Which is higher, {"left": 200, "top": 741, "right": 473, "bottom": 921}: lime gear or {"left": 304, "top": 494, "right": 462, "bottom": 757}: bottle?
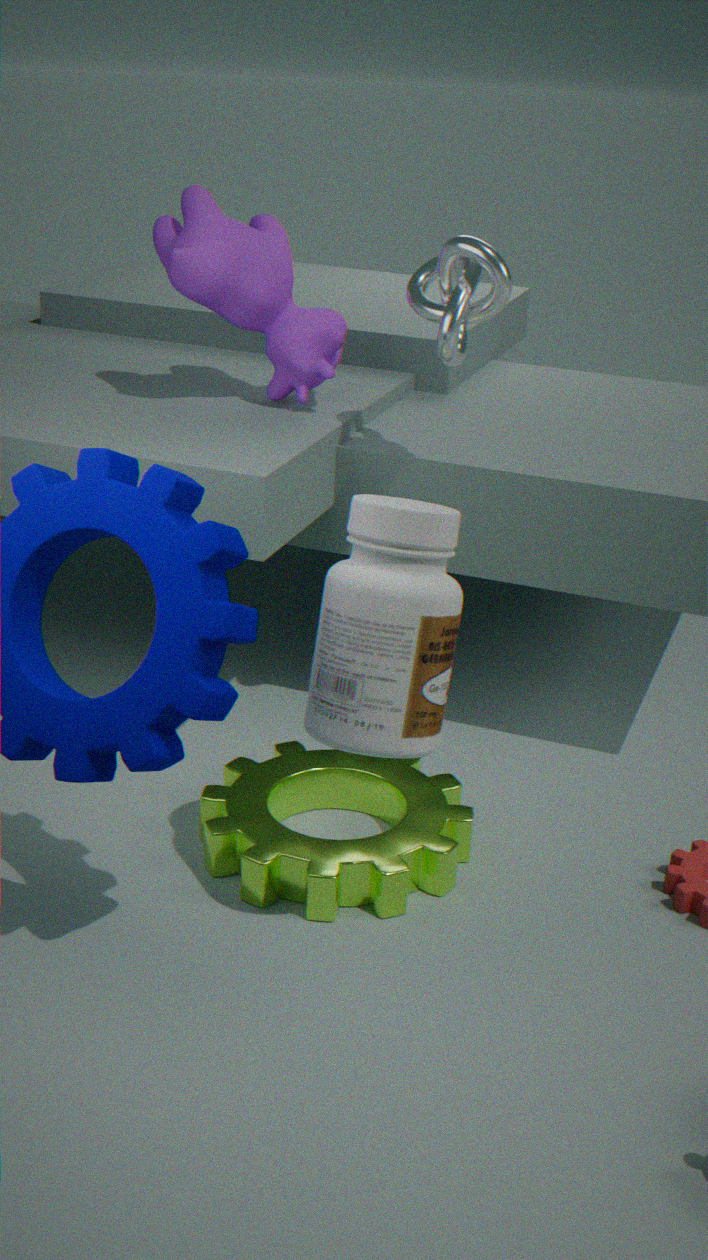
{"left": 304, "top": 494, "right": 462, "bottom": 757}: bottle
